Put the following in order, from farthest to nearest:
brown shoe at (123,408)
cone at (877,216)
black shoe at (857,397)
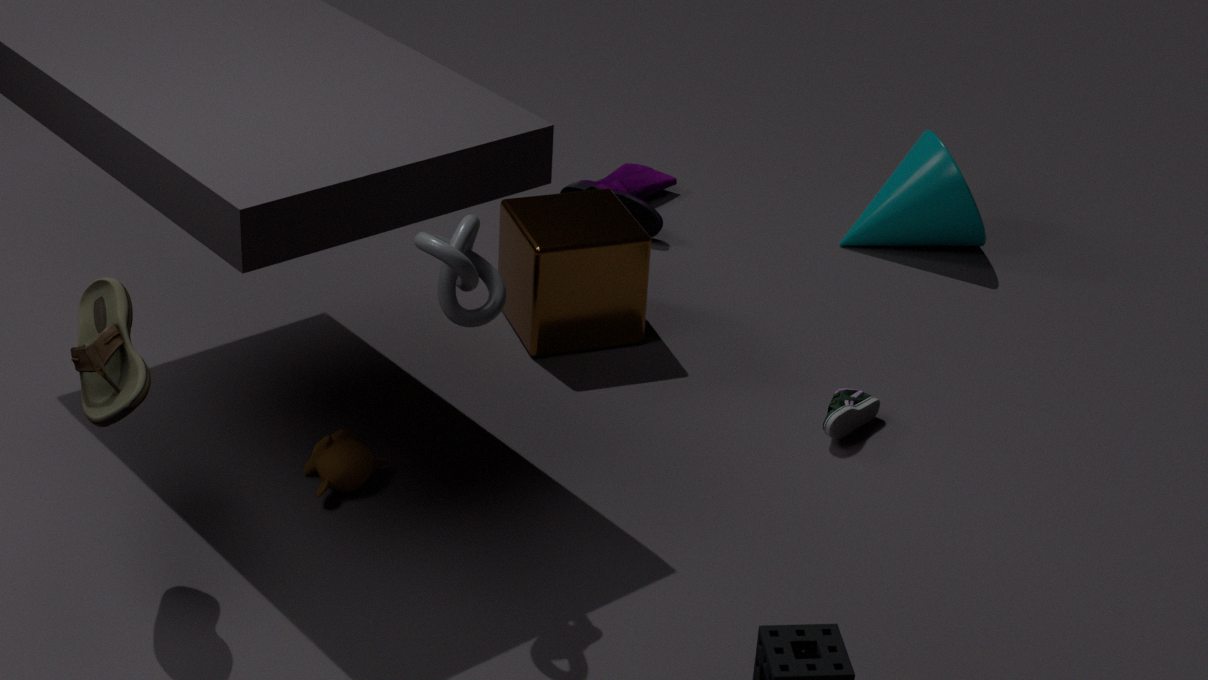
cone at (877,216)
black shoe at (857,397)
brown shoe at (123,408)
